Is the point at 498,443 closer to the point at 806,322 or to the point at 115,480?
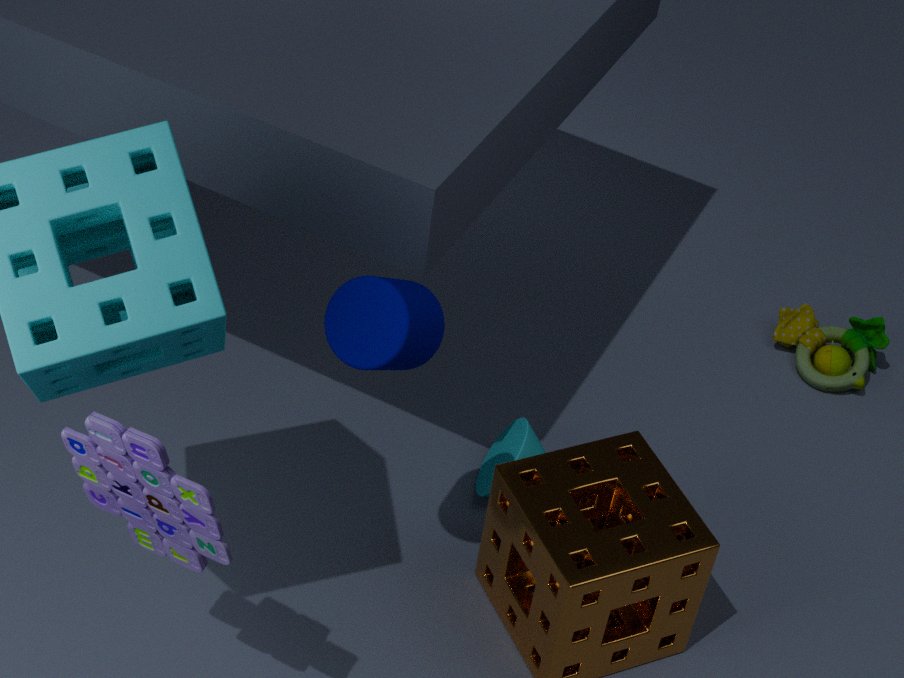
the point at 806,322
